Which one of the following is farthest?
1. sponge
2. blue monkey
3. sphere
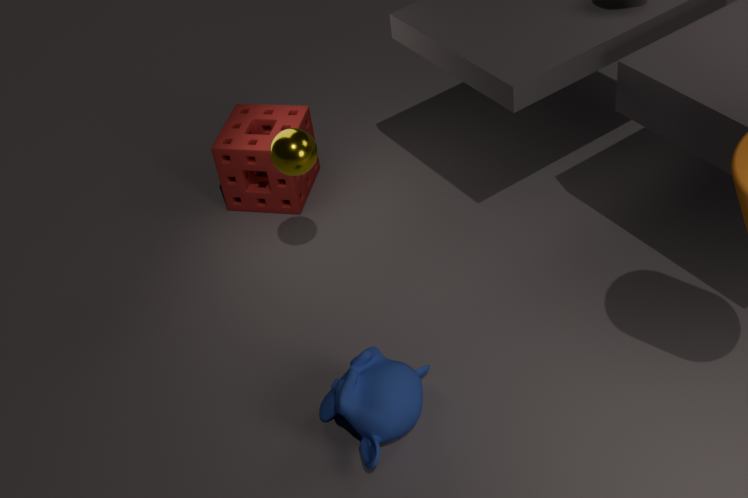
sponge
